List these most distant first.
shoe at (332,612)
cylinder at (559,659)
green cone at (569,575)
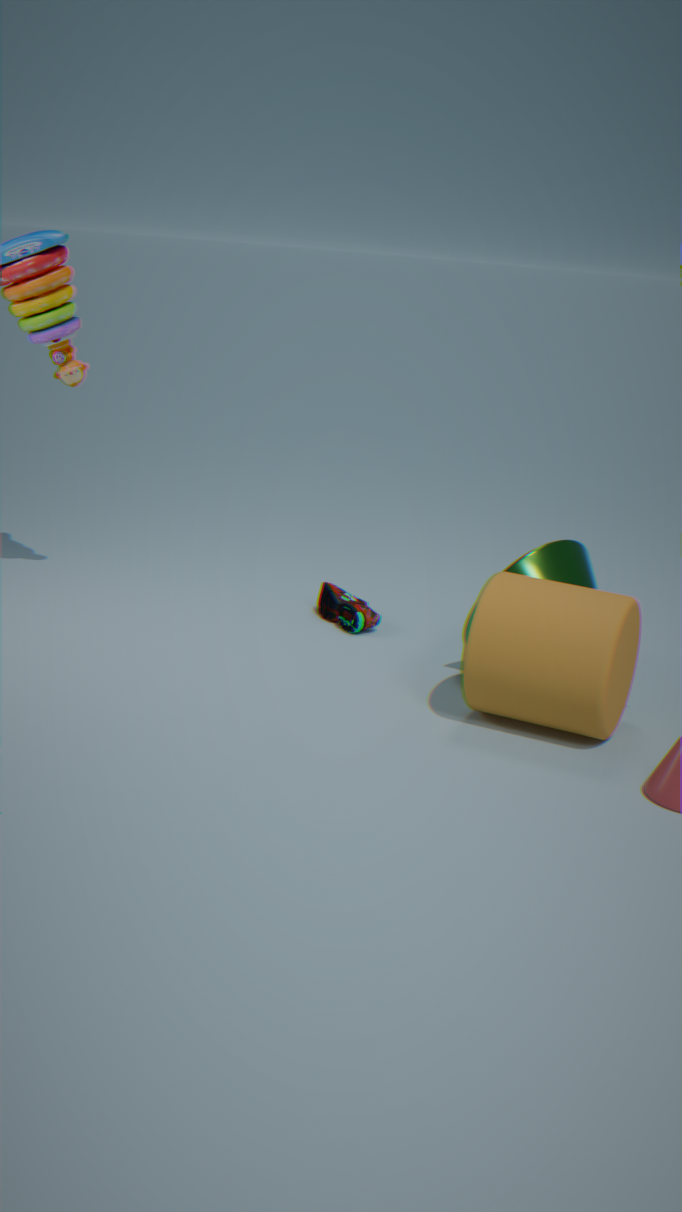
shoe at (332,612) < green cone at (569,575) < cylinder at (559,659)
